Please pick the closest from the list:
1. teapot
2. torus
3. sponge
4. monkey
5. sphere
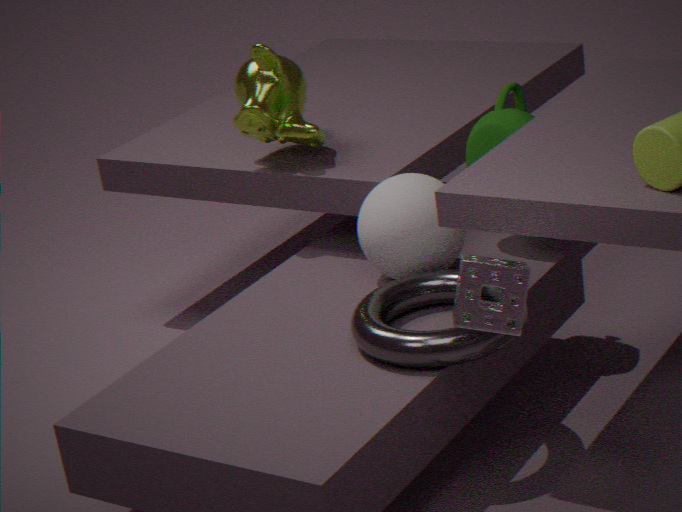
sponge
